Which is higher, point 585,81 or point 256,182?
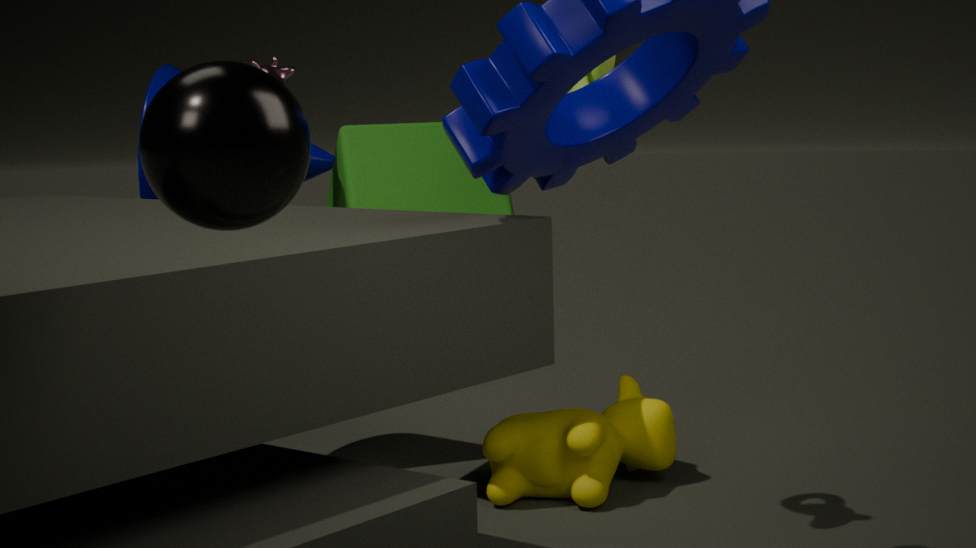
point 585,81
